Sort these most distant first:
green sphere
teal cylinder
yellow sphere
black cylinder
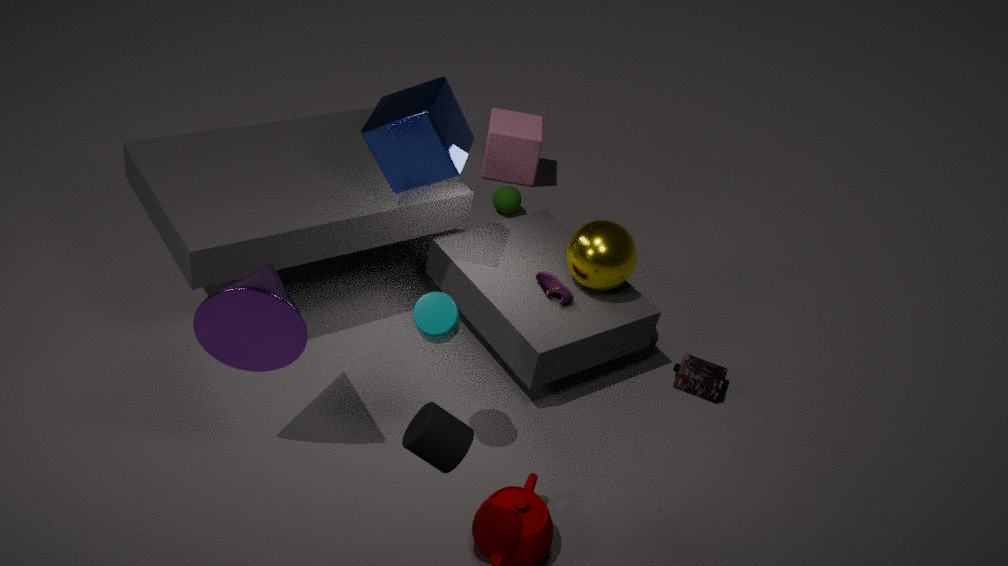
green sphere, yellow sphere, teal cylinder, black cylinder
